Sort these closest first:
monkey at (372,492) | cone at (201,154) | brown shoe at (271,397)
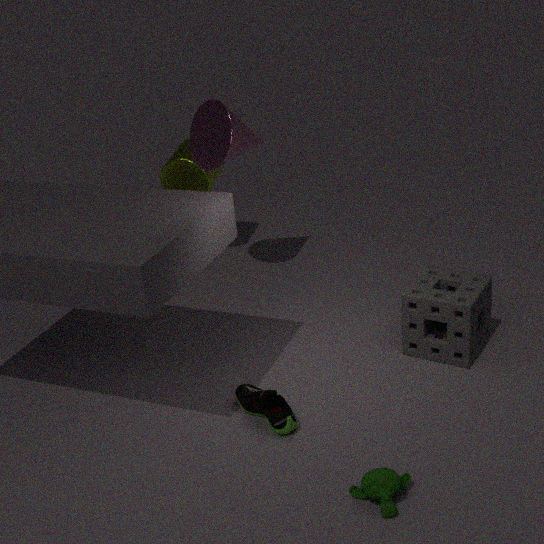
1. monkey at (372,492)
2. brown shoe at (271,397)
3. cone at (201,154)
